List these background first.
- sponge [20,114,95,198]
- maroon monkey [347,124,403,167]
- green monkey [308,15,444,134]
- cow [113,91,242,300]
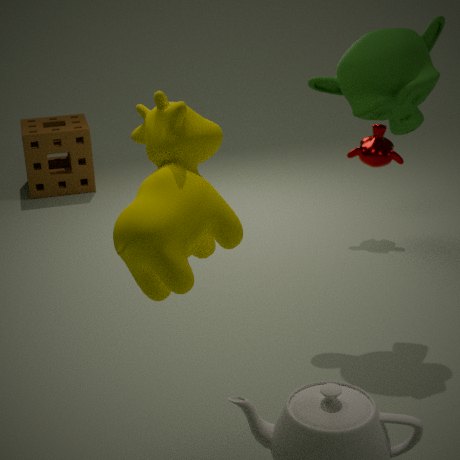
sponge [20,114,95,198] < maroon monkey [347,124,403,167] < green monkey [308,15,444,134] < cow [113,91,242,300]
